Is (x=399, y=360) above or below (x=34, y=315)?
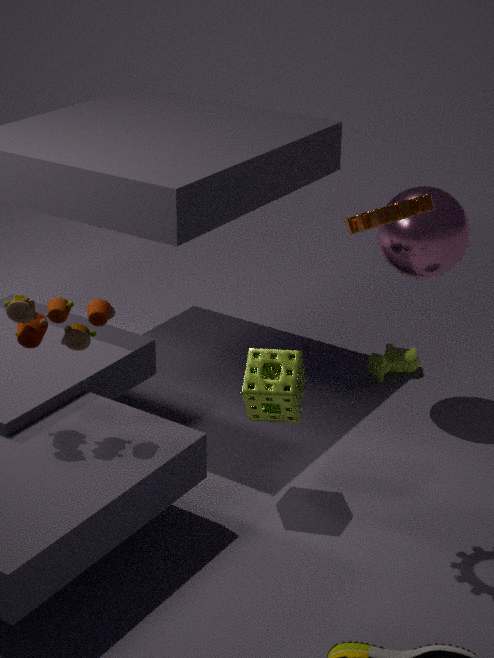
below
